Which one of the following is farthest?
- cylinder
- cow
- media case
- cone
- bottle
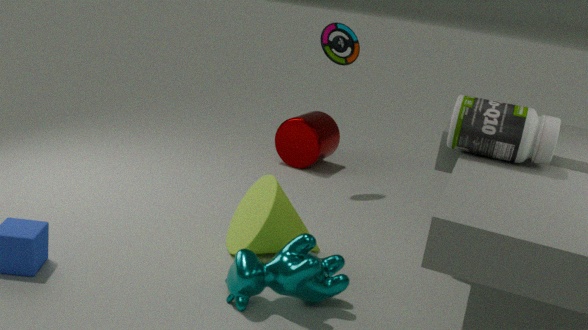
cylinder
